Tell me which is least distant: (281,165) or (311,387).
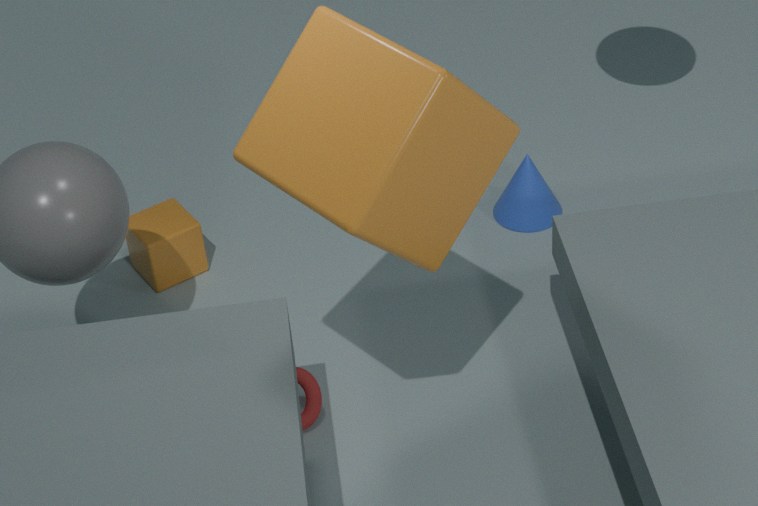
(281,165)
